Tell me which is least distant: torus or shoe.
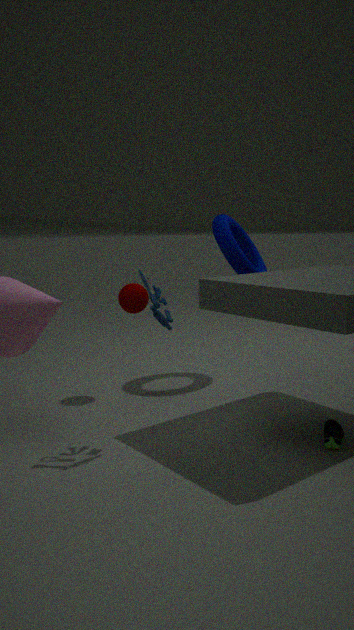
shoe
